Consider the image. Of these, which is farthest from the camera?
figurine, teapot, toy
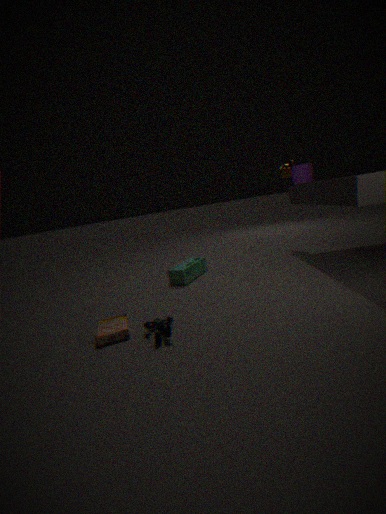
teapot
